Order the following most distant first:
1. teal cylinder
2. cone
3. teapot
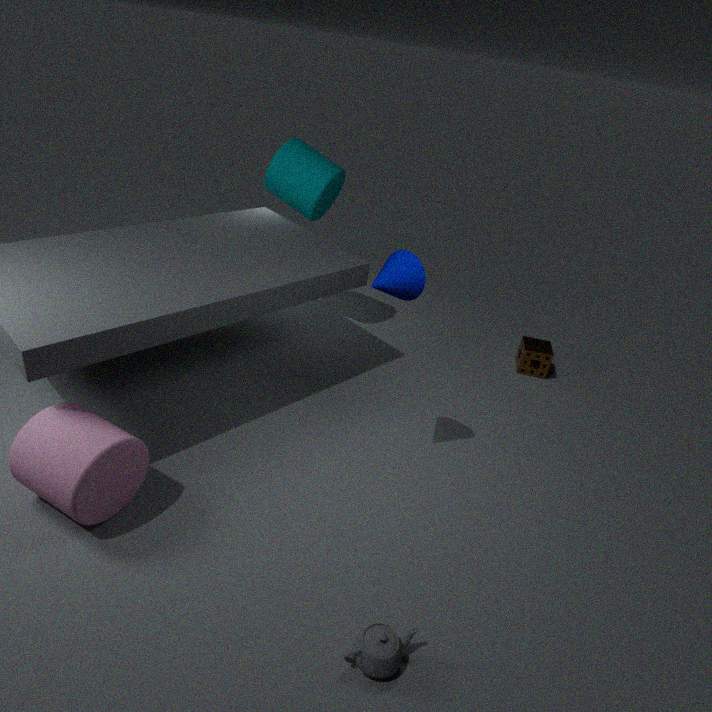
1. teal cylinder
2. cone
3. teapot
